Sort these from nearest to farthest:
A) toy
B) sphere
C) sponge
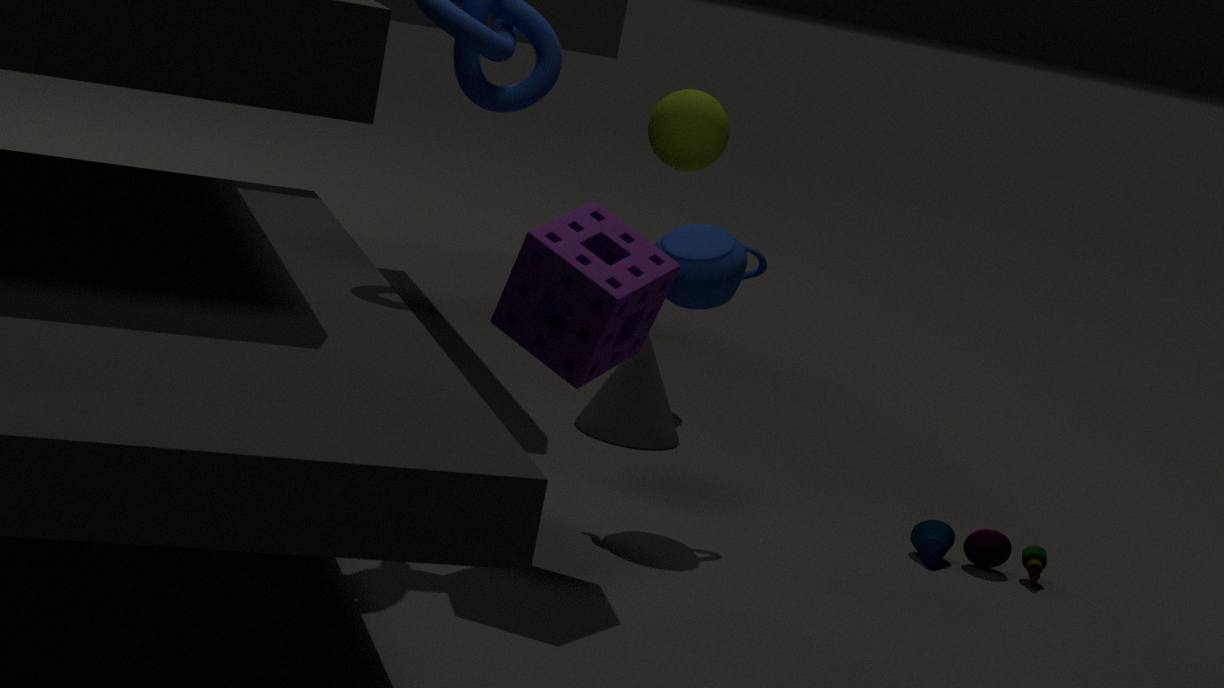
sponge
toy
sphere
